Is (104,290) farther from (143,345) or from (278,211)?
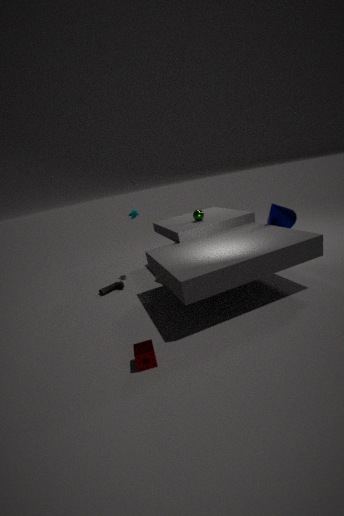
(278,211)
